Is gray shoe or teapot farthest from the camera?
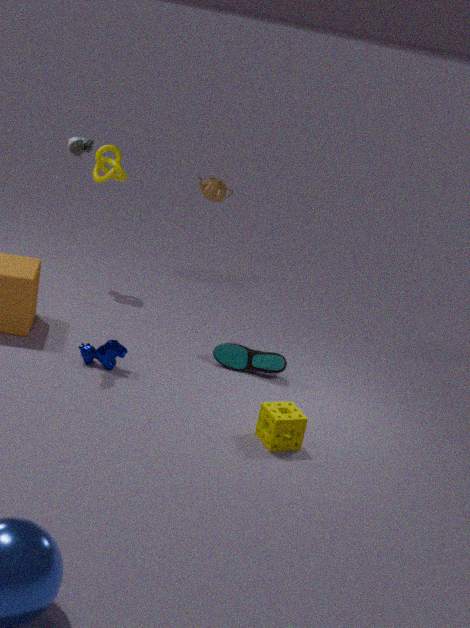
teapot
